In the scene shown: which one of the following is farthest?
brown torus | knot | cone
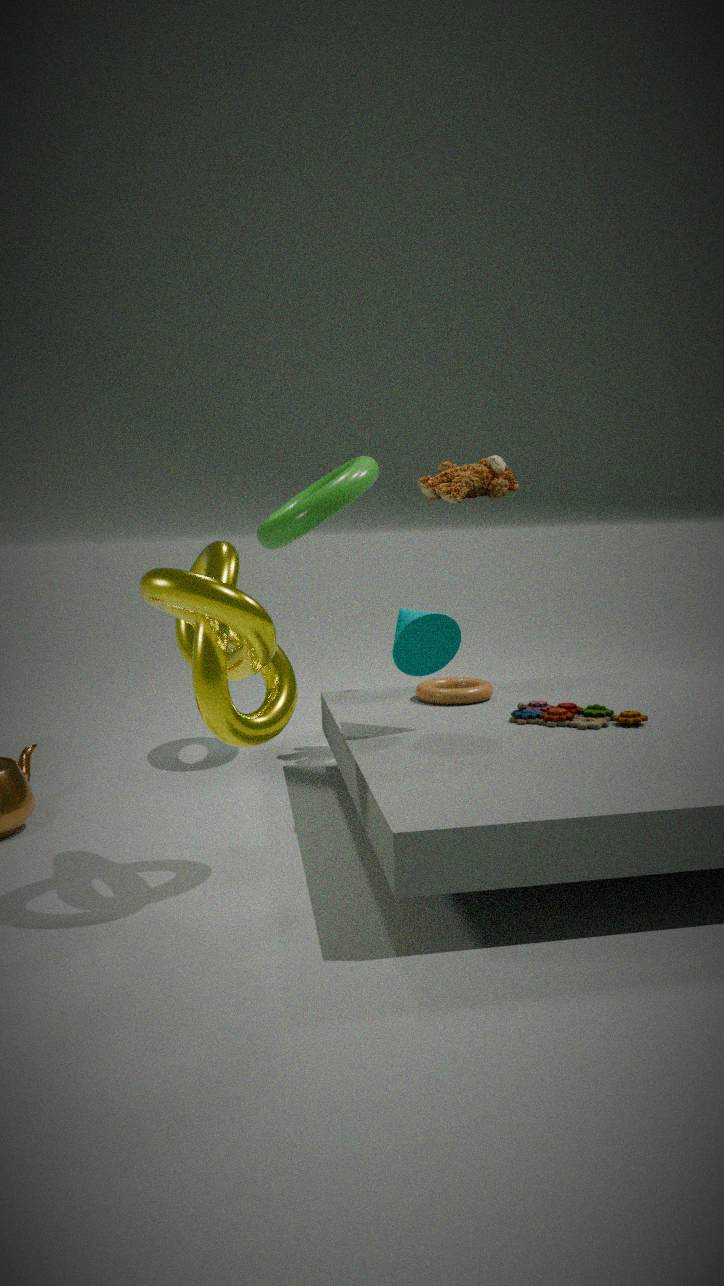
brown torus
